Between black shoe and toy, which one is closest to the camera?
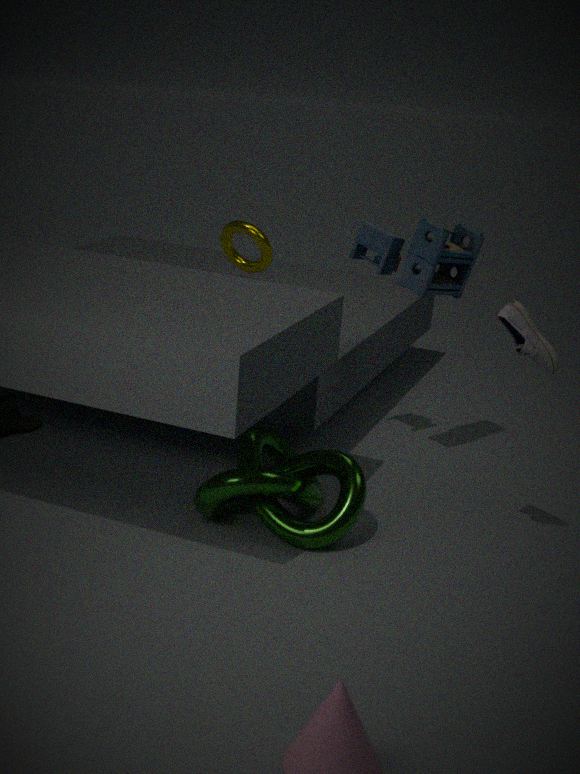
black shoe
